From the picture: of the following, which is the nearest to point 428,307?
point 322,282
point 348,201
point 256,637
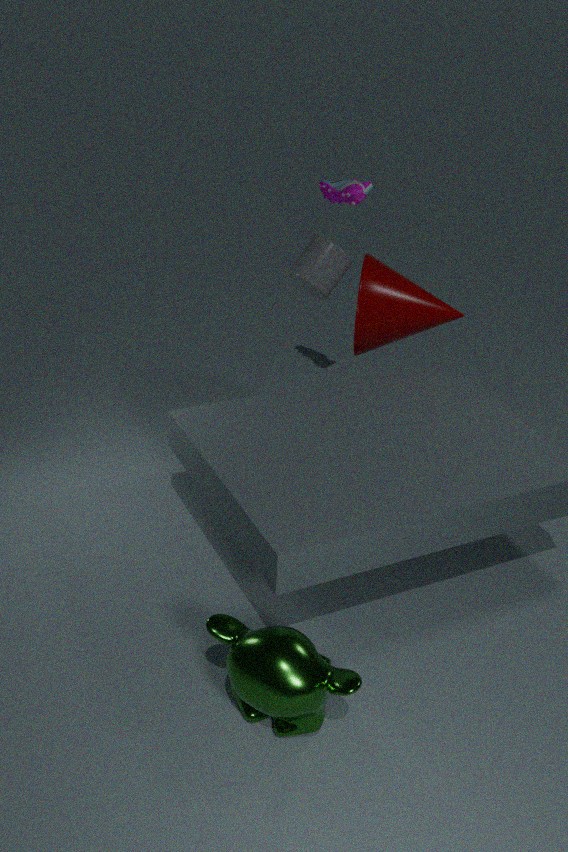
point 322,282
